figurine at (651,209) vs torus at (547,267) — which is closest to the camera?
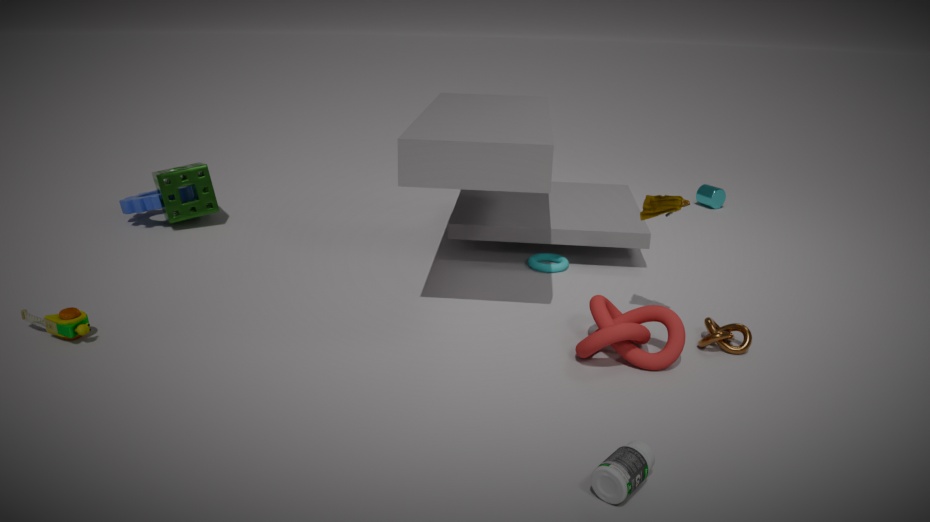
→ figurine at (651,209)
